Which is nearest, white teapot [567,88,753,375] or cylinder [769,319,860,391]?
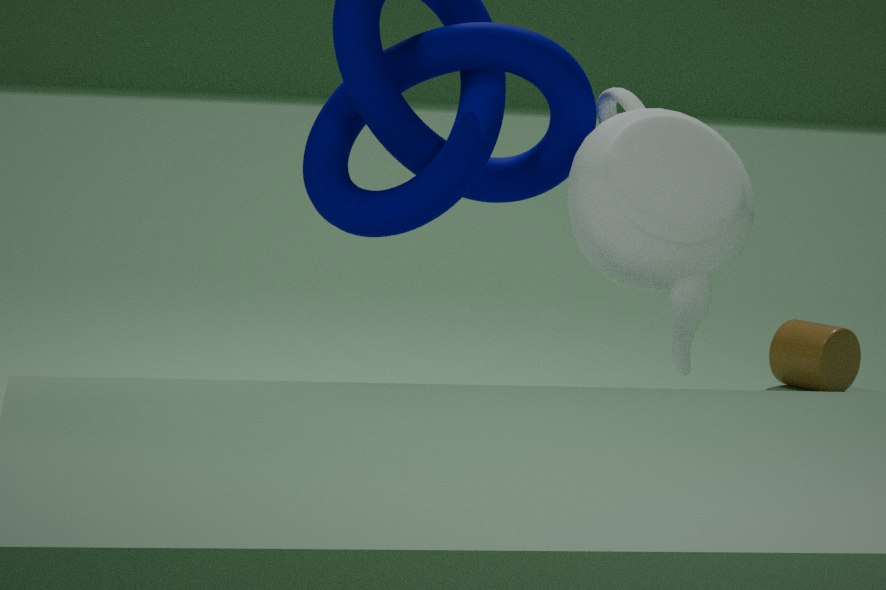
white teapot [567,88,753,375]
